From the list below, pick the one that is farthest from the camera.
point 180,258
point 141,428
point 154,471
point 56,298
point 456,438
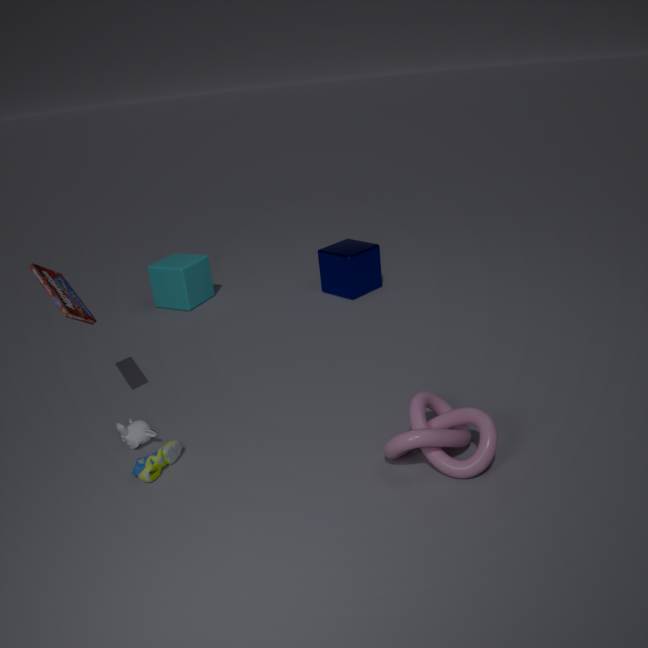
point 180,258
